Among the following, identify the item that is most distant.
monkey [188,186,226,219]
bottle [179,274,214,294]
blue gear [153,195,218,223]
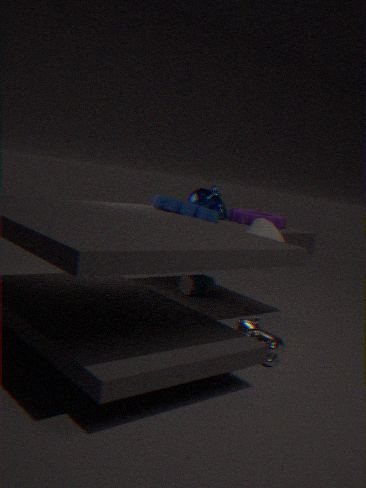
bottle [179,274,214,294]
